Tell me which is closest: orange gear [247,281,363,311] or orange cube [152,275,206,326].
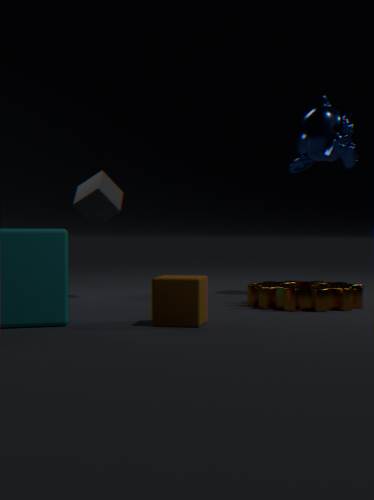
orange cube [152,275,206,326]
